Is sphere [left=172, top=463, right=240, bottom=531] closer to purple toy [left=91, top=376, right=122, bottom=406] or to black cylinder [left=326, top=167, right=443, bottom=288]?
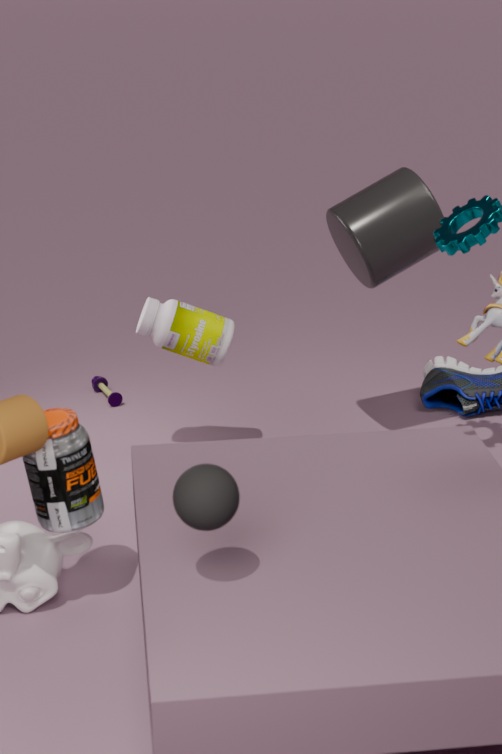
black cylinder [left=326, top=167, right=443, bottom=288]
